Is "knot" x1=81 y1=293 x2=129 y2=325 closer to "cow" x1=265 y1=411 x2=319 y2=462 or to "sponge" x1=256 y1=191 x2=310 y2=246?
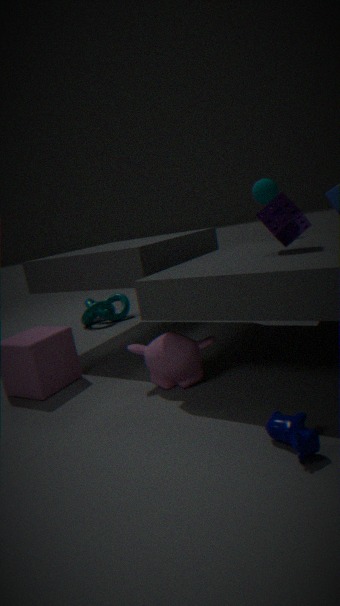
"sponge" x1=256 y1=191 x2=310 y2=246
